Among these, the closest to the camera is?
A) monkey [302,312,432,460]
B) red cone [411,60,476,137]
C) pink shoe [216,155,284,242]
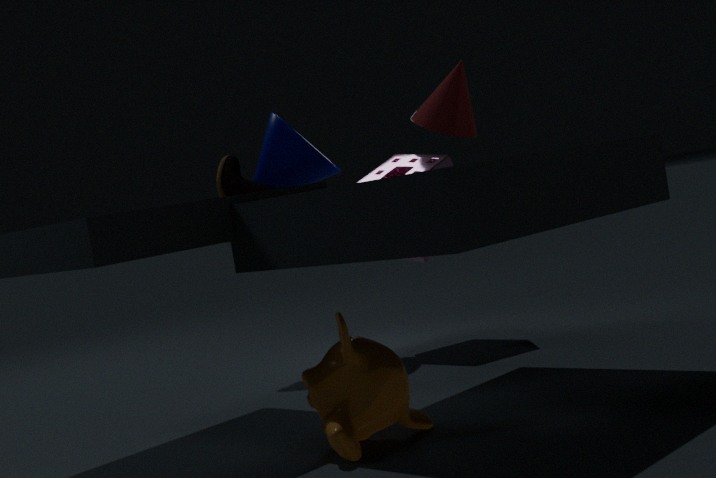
monkey [302,312,432,460]
